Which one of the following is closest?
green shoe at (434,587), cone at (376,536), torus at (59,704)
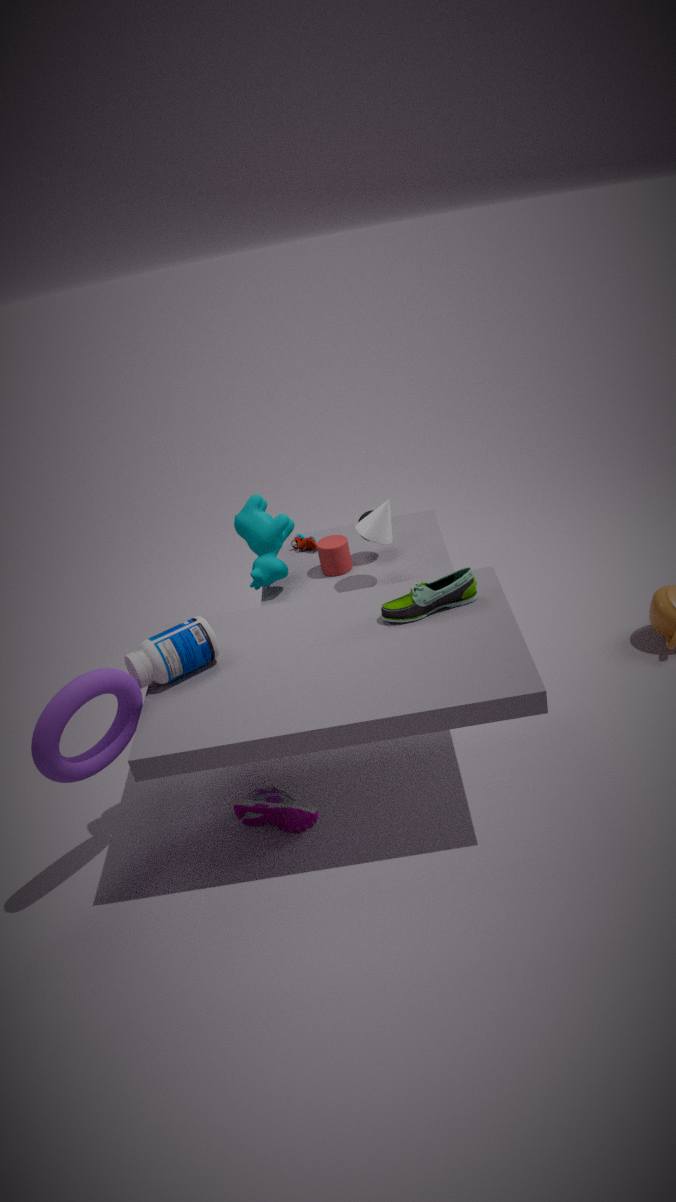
torus at (59,704)
